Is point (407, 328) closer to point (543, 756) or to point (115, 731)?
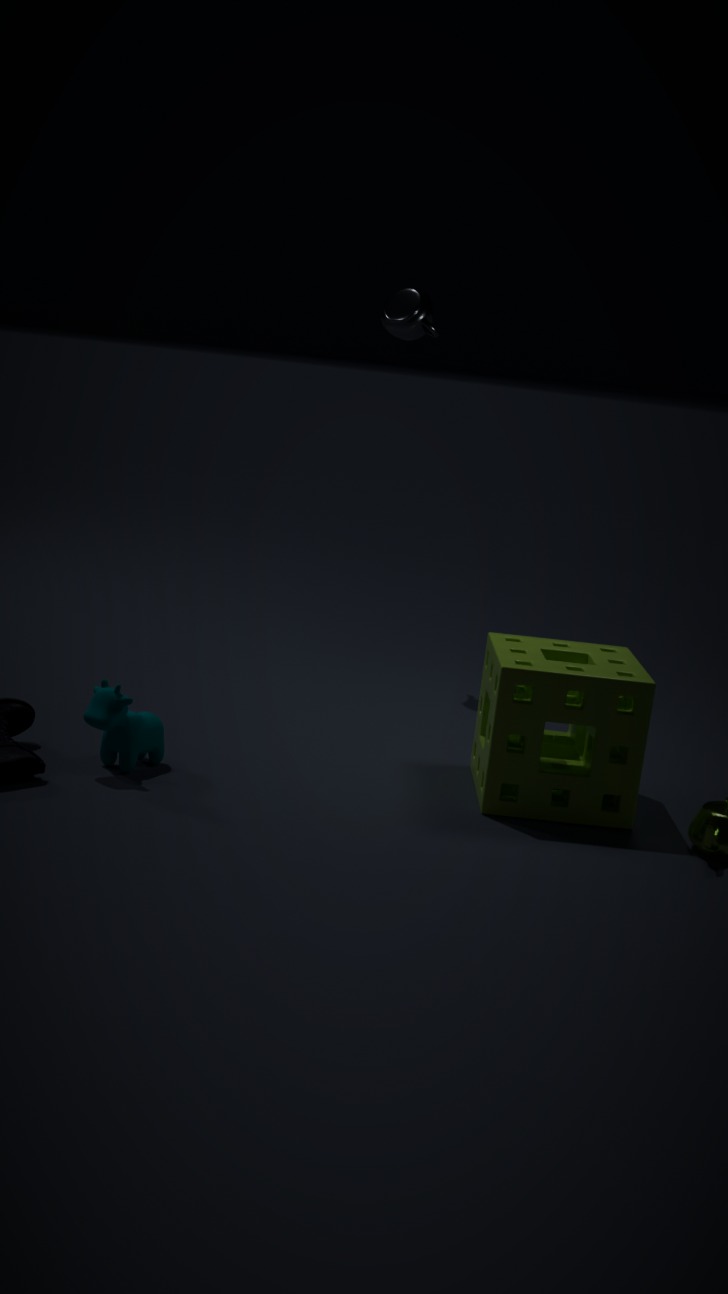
point (543, 756)
